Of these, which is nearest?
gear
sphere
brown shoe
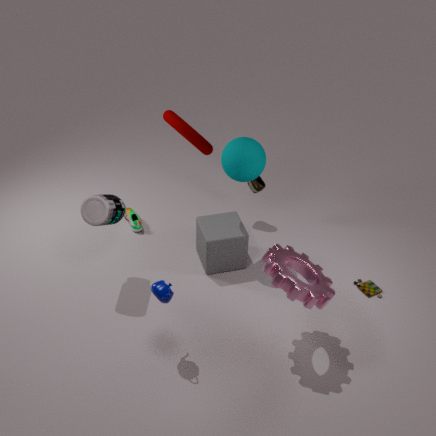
gear
